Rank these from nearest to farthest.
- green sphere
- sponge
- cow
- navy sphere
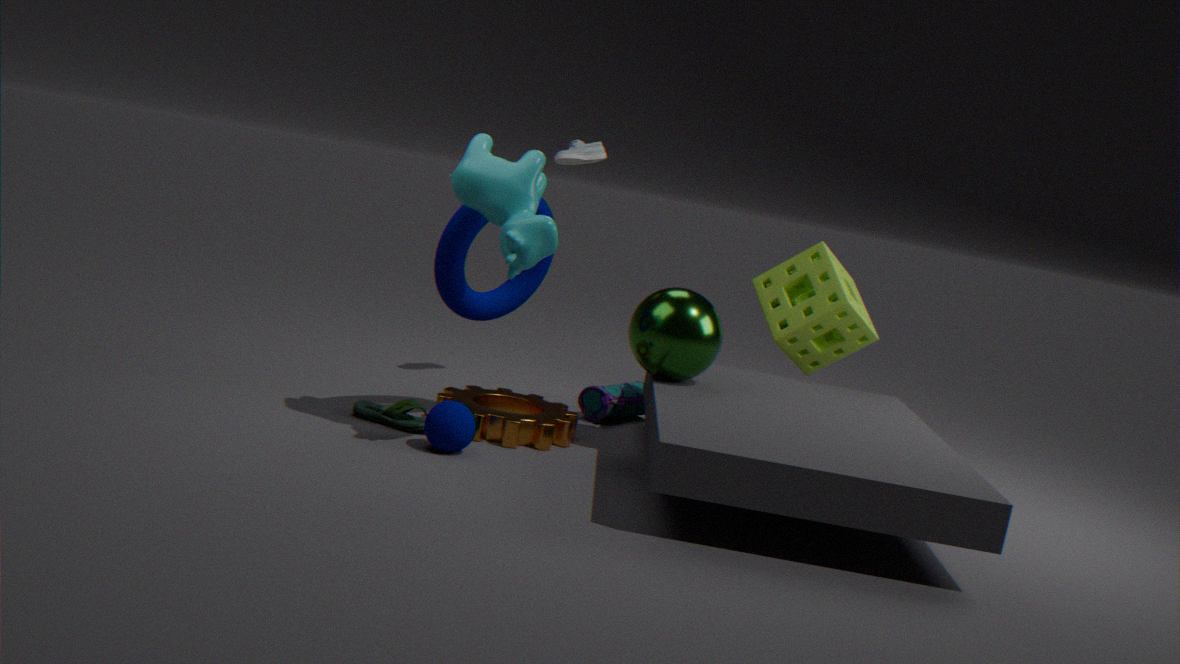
cow → navy sphere → green sphere → sponge
